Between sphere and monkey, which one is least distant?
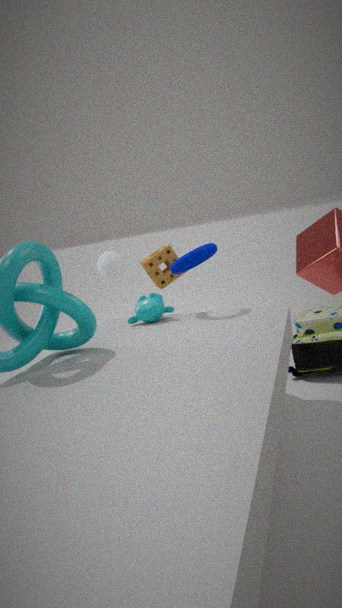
monkey
